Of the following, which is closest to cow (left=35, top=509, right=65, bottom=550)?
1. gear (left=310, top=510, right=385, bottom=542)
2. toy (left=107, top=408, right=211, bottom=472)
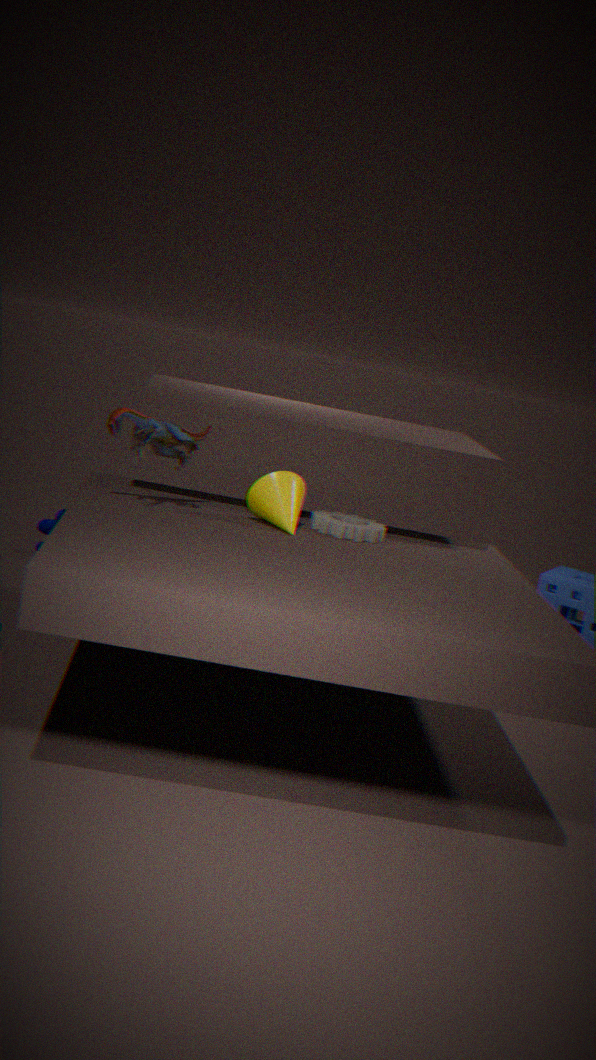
toy (left=107, top=408, right=211, bottom=472)
